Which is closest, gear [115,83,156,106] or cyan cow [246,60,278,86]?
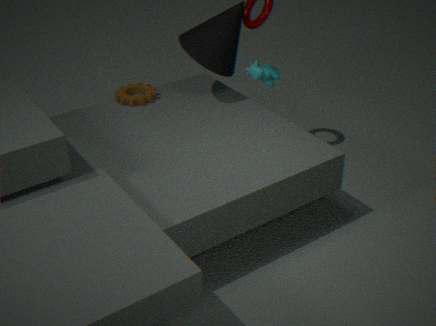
cyan cow [246,60,278,86]
